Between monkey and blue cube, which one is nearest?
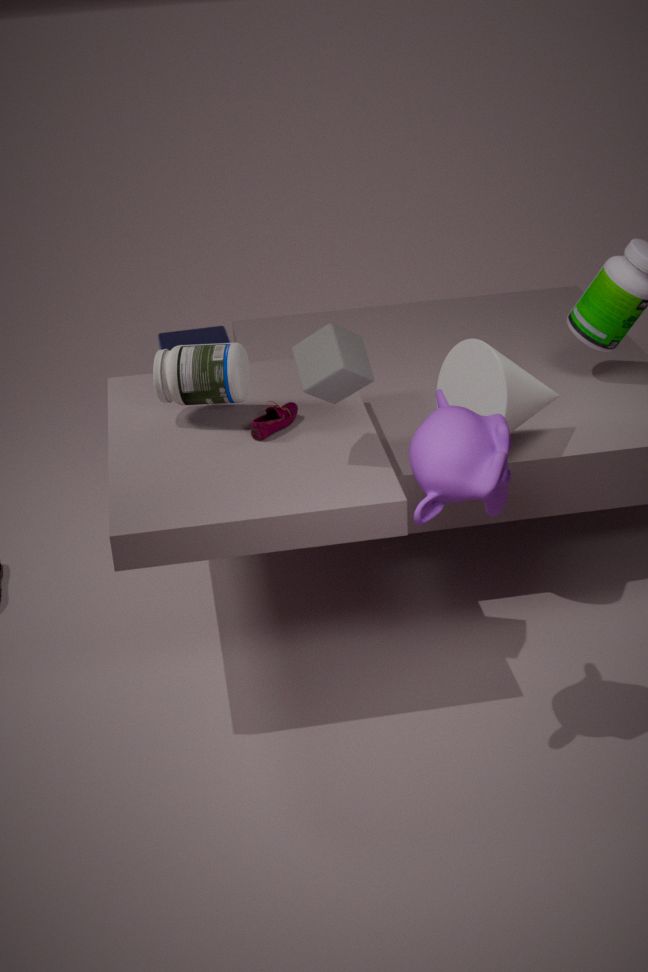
monkey
